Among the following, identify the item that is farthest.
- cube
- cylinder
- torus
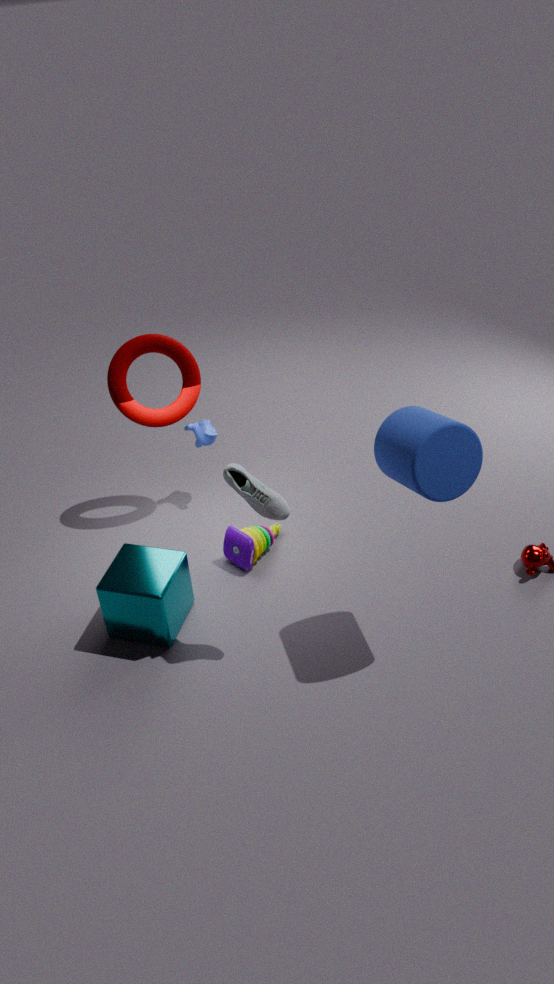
torus
